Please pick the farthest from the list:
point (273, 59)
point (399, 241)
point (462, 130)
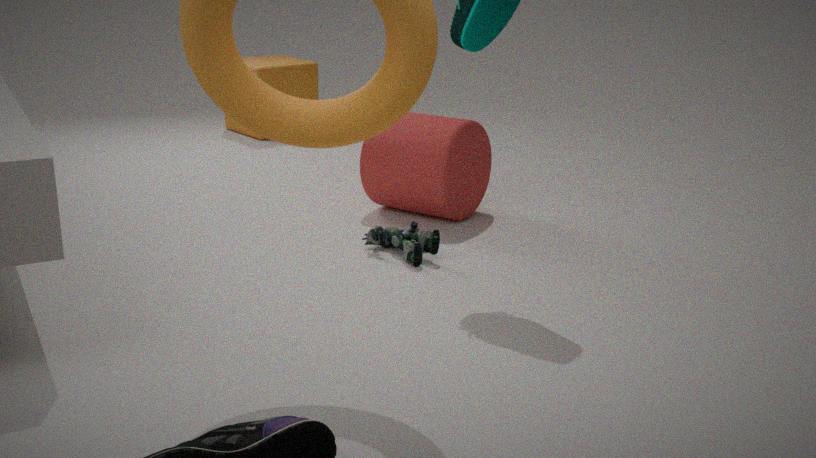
point (273, 59)
